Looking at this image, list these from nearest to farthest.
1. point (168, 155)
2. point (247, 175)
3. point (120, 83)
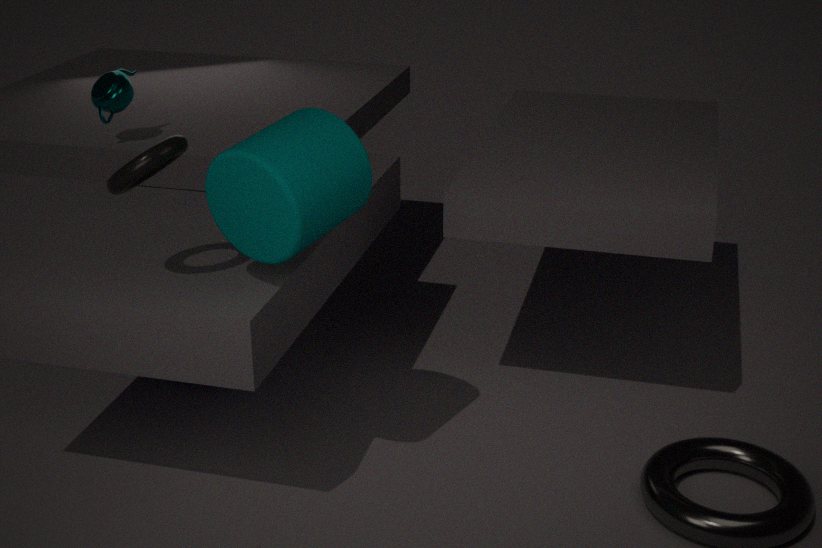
point (247, 175), point (168, 155), point (120, 83)
